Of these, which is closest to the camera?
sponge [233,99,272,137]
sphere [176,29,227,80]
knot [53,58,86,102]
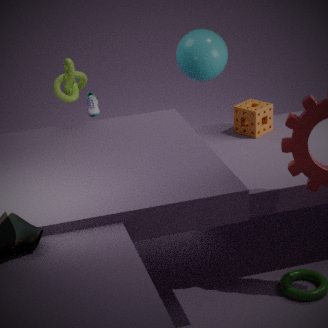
knot [53,58,86,102]
